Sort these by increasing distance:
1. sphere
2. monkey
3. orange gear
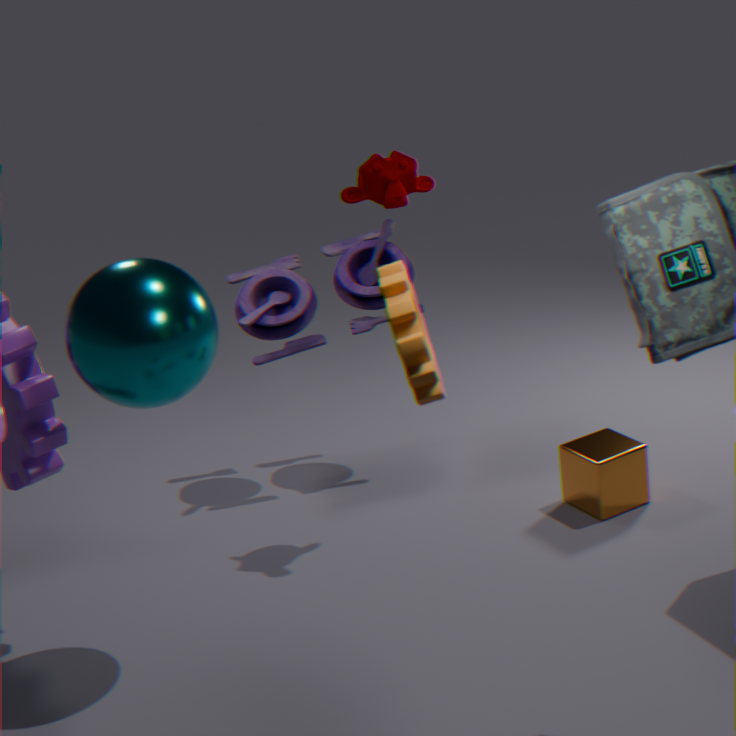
orange gear, sphere, monkey
